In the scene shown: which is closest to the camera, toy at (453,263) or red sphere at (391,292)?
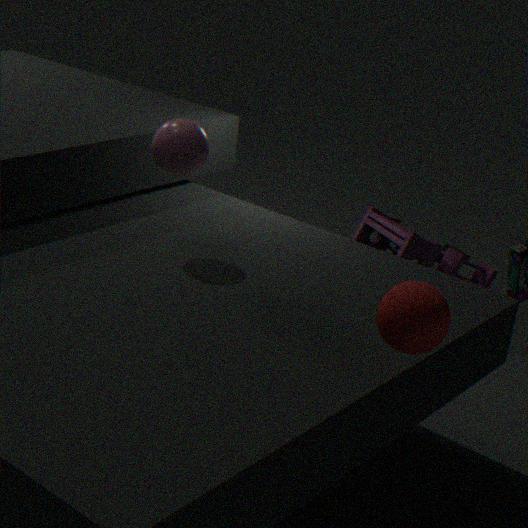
red sphere at (391,292)
